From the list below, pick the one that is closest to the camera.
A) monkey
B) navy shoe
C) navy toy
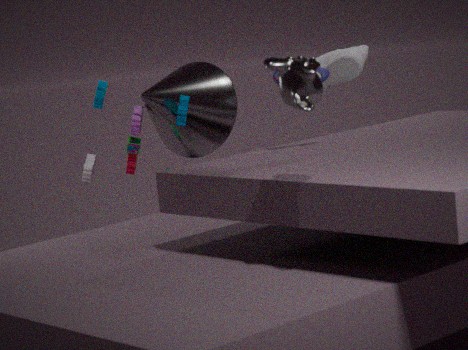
monkey
